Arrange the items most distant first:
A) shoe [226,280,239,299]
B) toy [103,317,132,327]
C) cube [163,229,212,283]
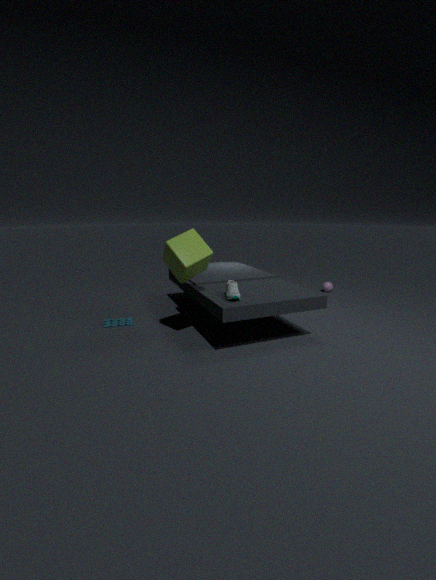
toy [103,317,132,327], cube [163,229,212,283], shoe [226,280,239,299]
